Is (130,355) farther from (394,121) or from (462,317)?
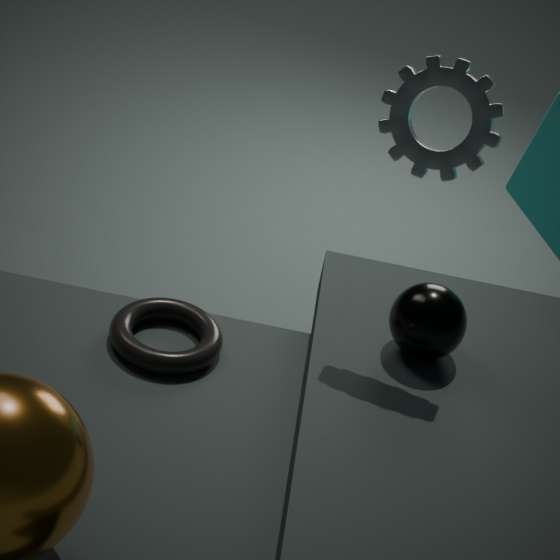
(394,121)
